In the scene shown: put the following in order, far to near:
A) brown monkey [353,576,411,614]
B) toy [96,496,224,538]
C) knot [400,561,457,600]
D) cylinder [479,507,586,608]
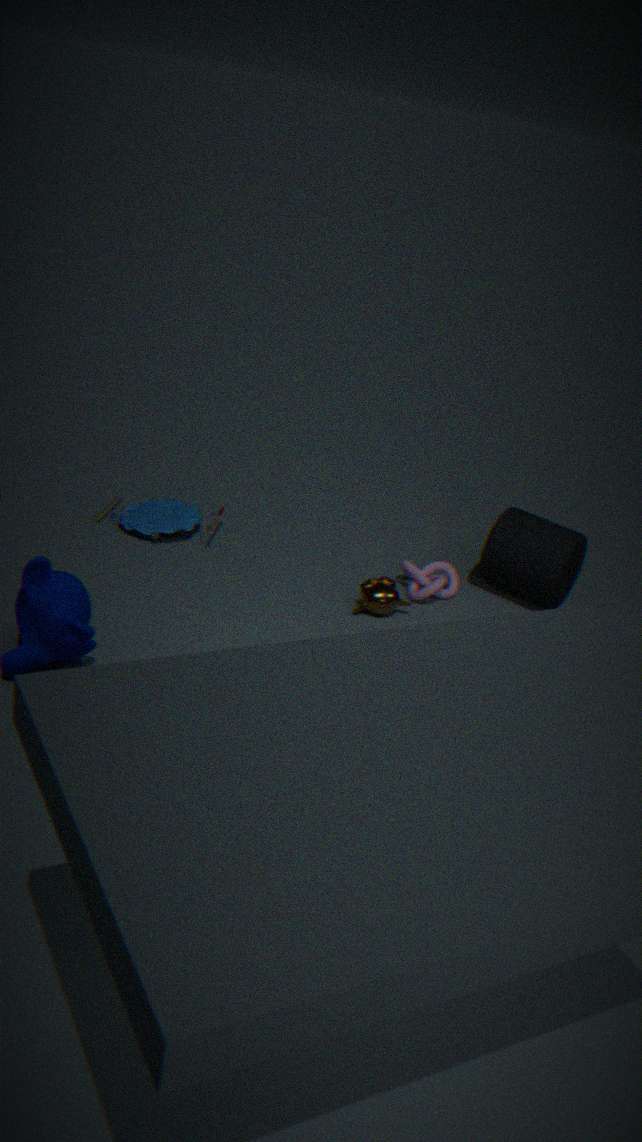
toy [96,496,224,538] < cylinder [479,507,586,608] < knot [400,561,457,600] < brown monkey [353,576,411,614]
